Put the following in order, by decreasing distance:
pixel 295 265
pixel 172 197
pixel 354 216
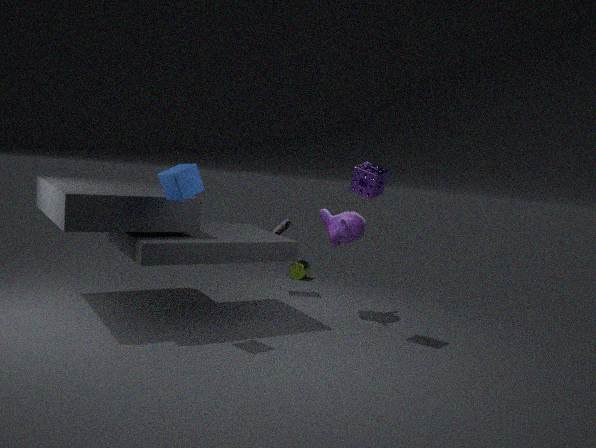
pixel 295 265, pixel 354 216, pixel 172 197
